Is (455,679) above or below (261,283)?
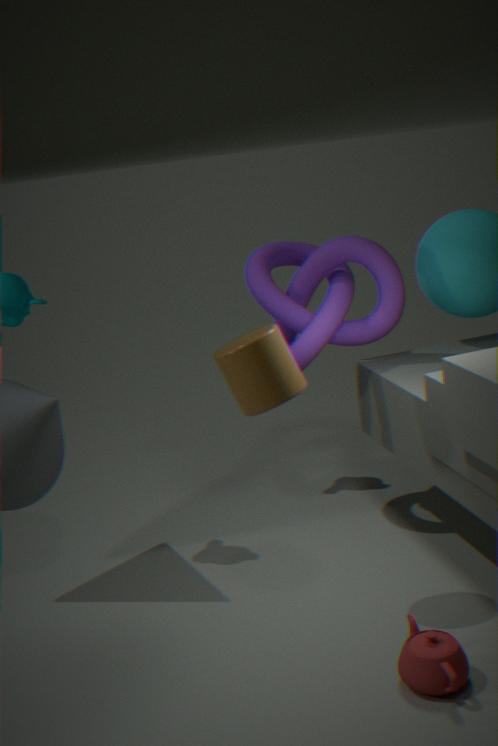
below
